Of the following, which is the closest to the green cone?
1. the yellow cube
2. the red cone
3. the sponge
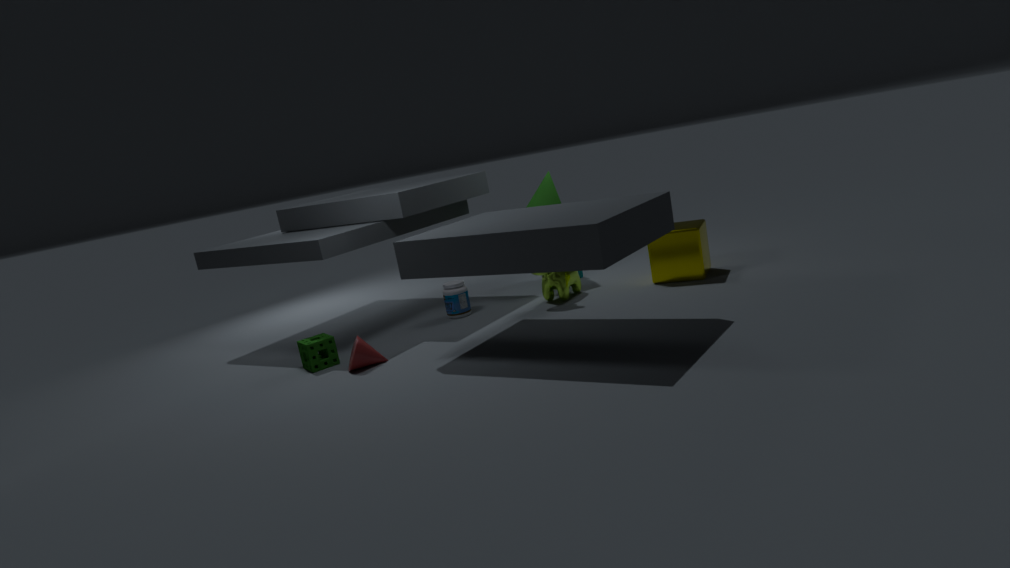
the yellow cube
